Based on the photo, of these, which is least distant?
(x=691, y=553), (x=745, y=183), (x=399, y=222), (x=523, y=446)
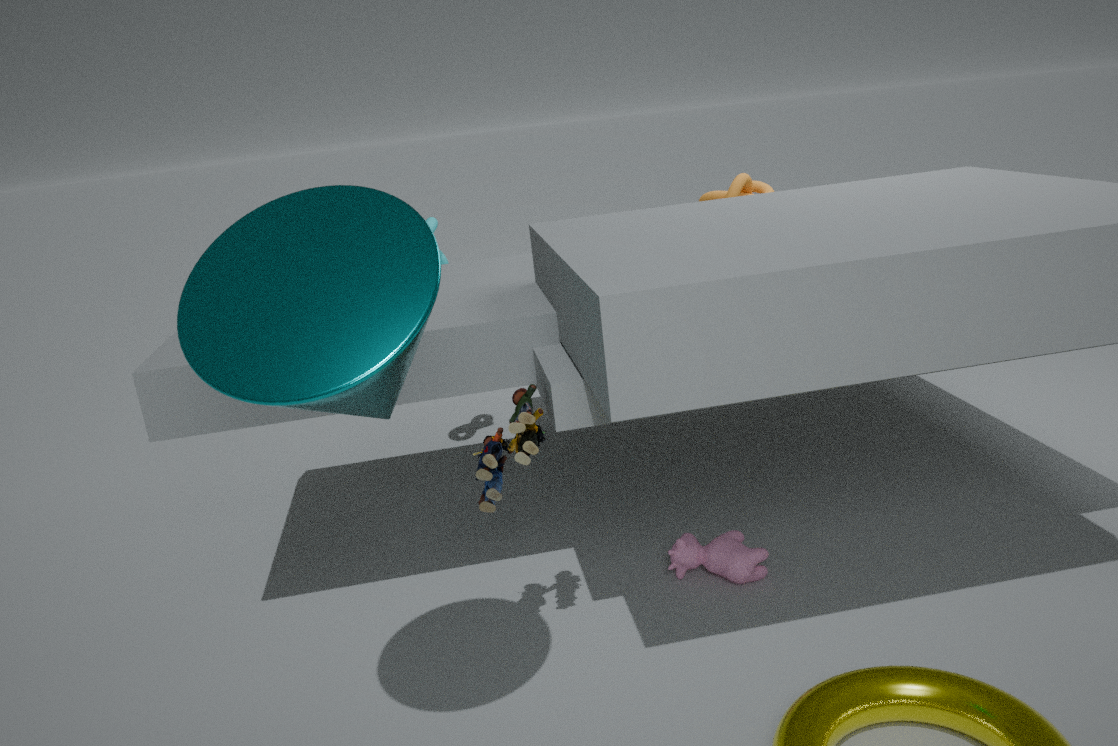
(x=399, y=222)
